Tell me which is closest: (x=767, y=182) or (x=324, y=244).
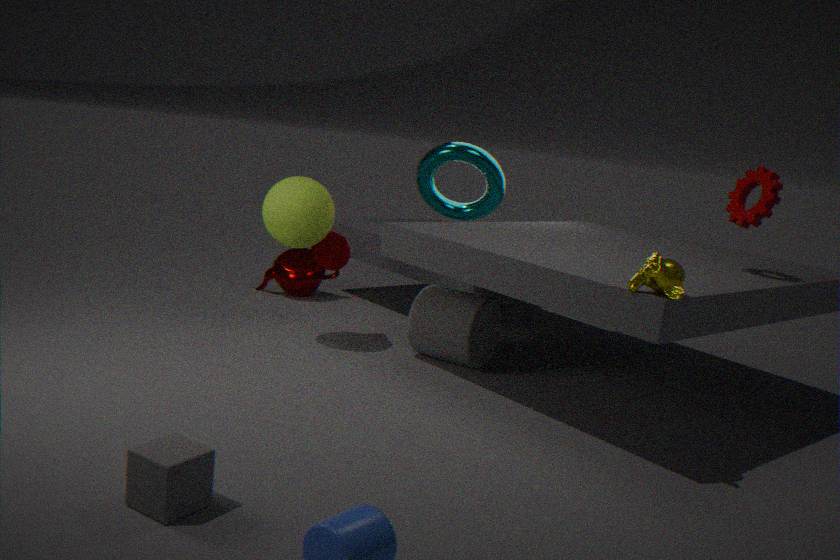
(x=767, y=182)
